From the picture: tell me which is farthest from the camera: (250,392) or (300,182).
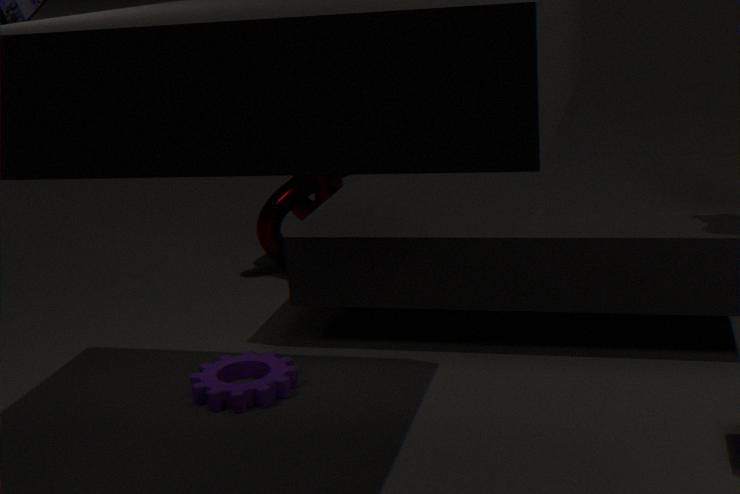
(300,182)
